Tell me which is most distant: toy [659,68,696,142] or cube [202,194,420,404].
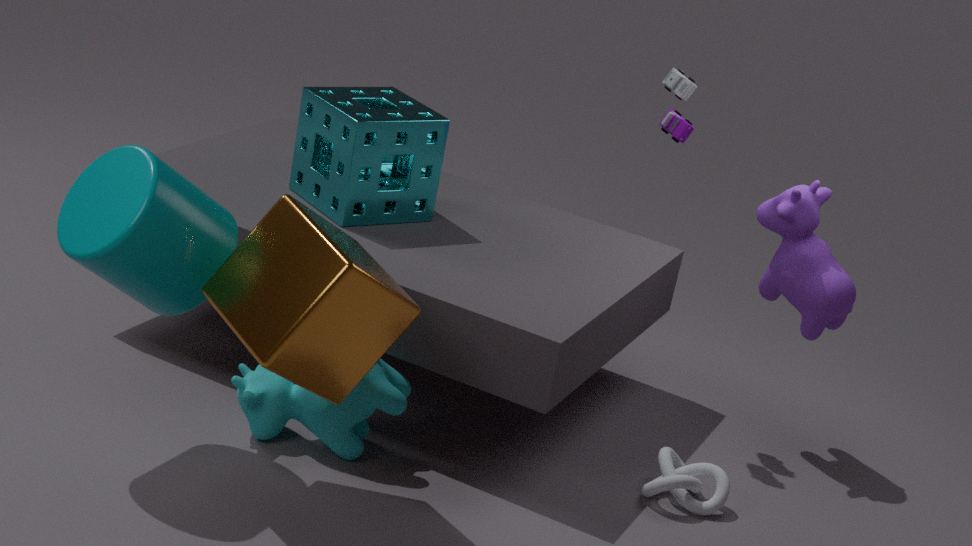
toy [659,68,696,142]
